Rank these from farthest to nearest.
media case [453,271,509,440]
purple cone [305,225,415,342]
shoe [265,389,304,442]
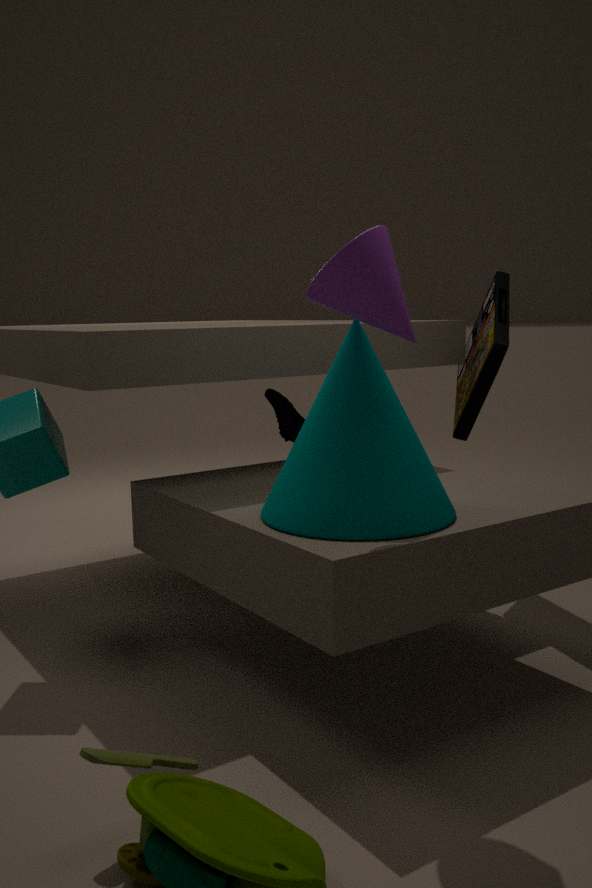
shoe [265,389,304,442], media case [453,271,509,440], purple cone [305,225,415,342]
